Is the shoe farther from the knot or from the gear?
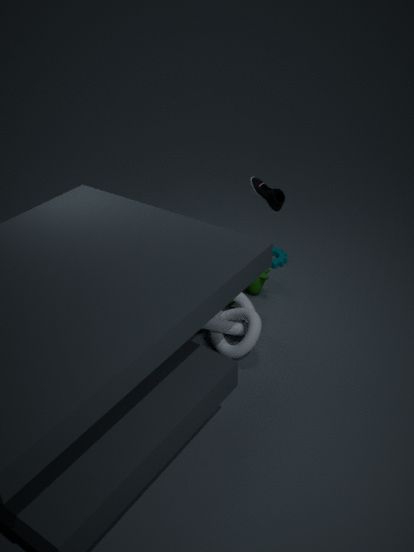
the gear
